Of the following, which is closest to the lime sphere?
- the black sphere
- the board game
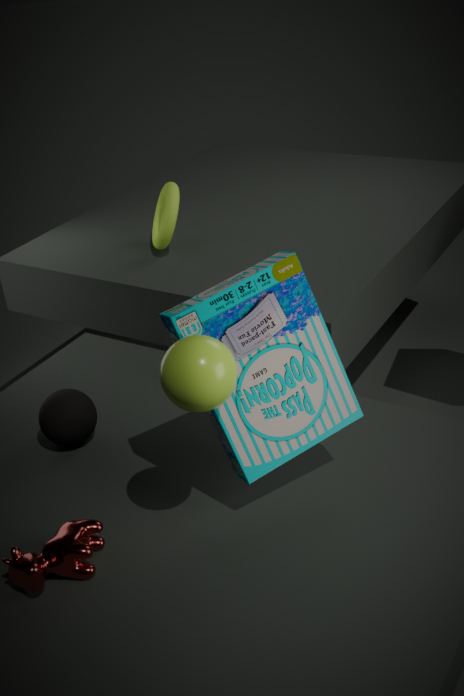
the board game
